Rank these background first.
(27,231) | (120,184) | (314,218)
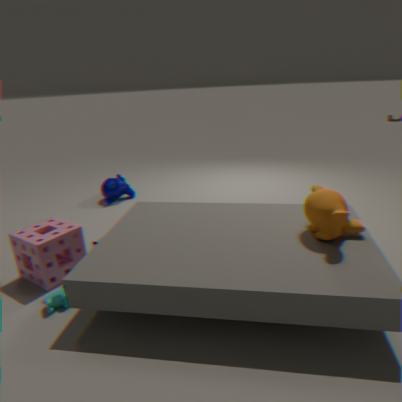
(120,184)
(27,231)
(314,218)
